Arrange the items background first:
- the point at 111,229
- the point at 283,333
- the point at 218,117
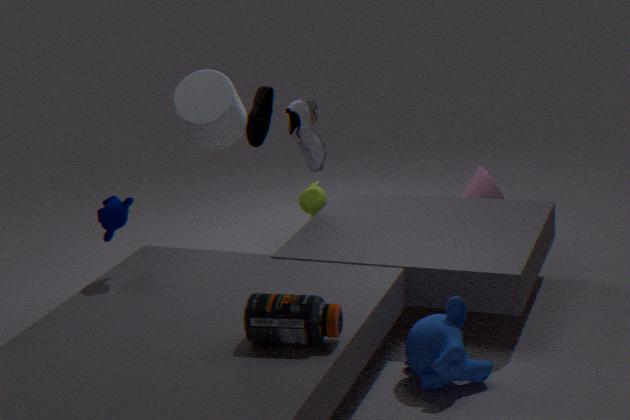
1. the point at 218,117
2. the point at 111,229
3. the point at 283,333
